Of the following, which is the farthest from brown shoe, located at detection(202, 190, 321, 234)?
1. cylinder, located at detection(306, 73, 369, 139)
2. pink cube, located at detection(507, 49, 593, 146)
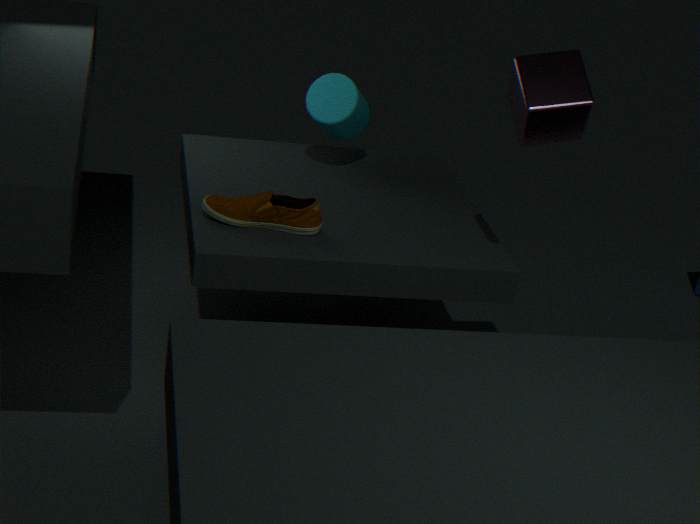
pink cube, located at detection(507, 49, 593, 146)
